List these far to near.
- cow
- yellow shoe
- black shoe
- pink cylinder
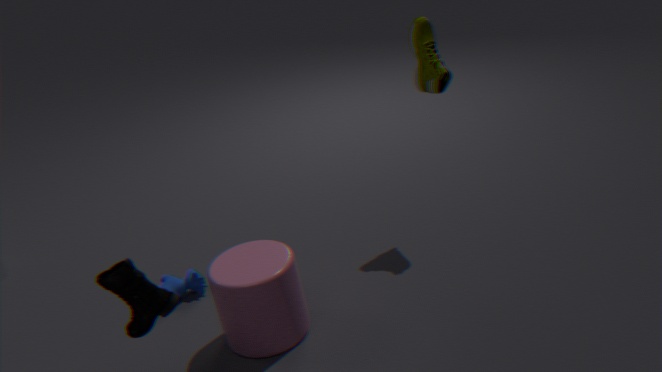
1. cow
2. yellow shoe
3. pink cylinder
4. black shoe
